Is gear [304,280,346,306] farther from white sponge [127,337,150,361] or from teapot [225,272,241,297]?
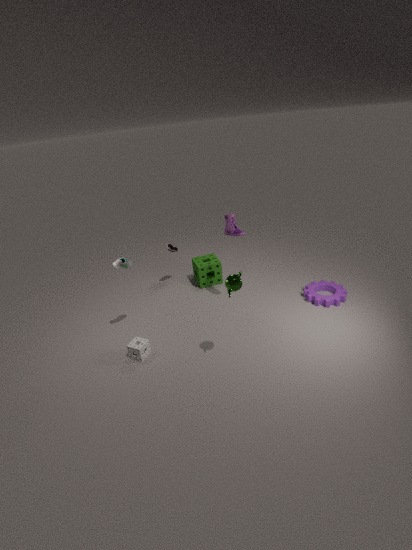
white sponge [127,337,150,361]
